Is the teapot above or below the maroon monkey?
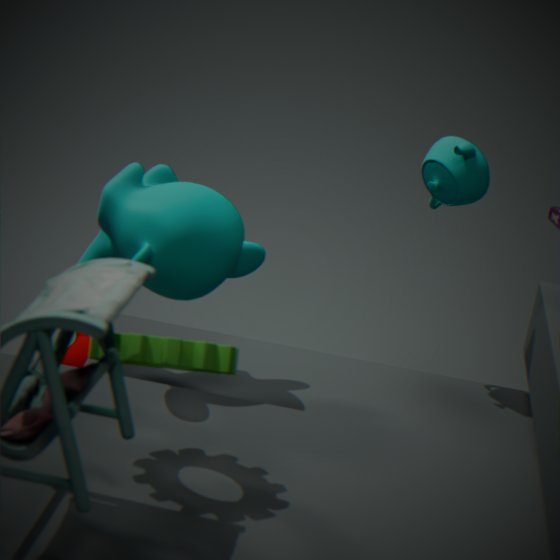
above
